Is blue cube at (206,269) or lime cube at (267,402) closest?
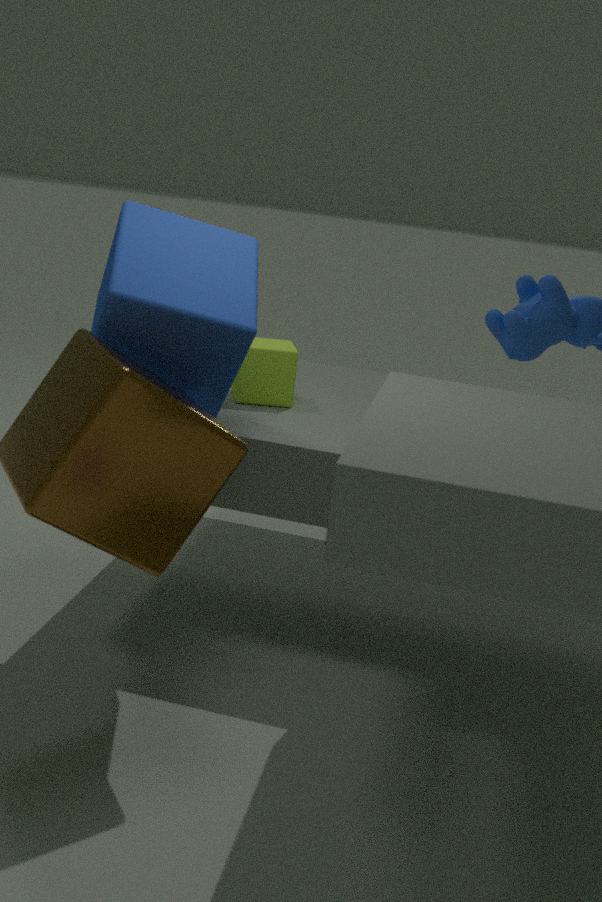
blue cube at (206,269)
